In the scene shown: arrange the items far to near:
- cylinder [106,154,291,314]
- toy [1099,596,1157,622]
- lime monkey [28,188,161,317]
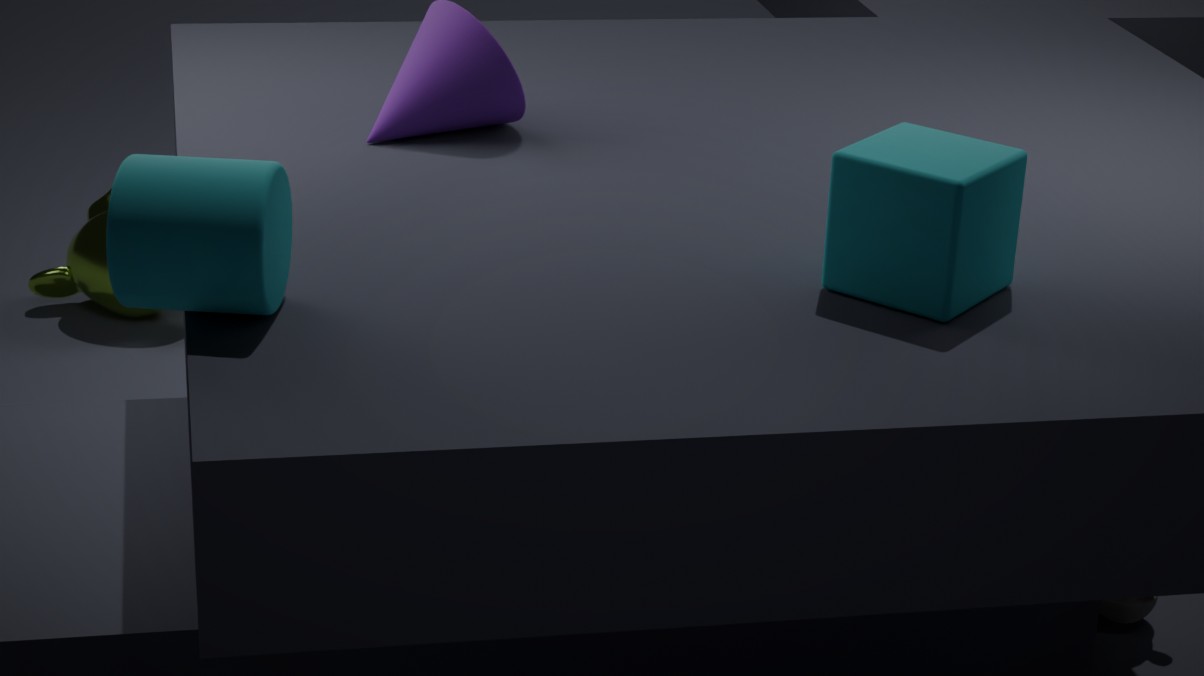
lime monkey [28,188,161,317]
toy [1099,596,1157,622]
cylinder [106,154,291,314]
